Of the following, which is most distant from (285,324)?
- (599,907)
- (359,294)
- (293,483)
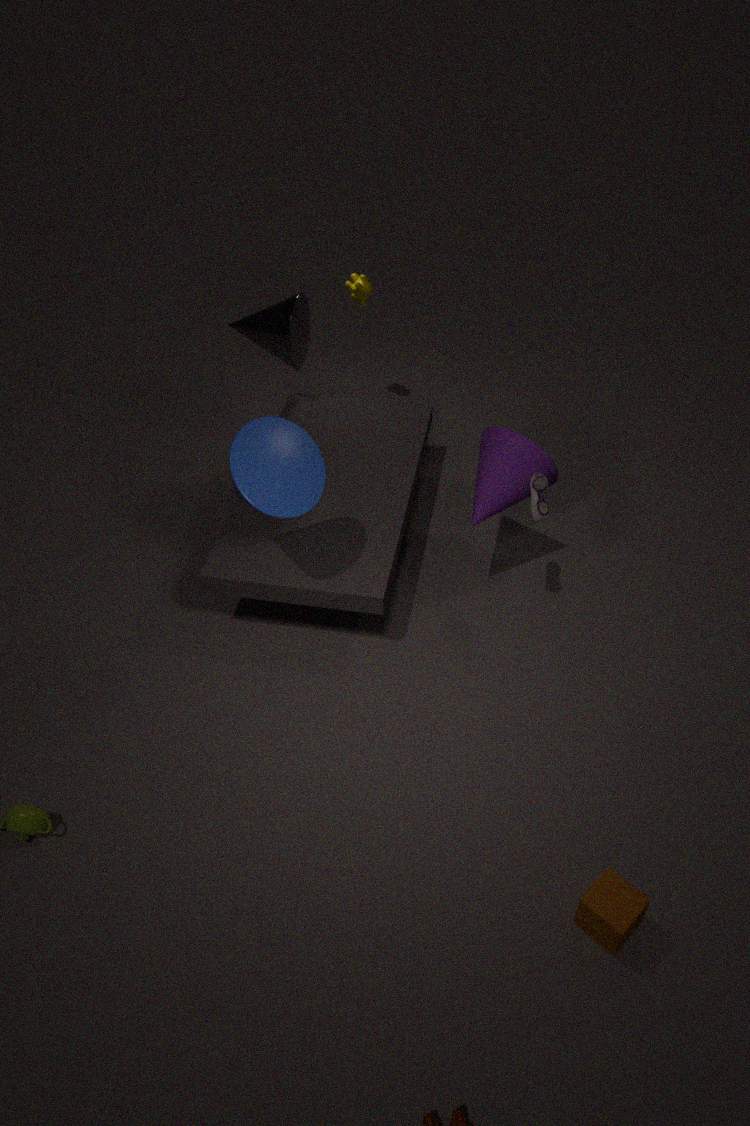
(599,907)
